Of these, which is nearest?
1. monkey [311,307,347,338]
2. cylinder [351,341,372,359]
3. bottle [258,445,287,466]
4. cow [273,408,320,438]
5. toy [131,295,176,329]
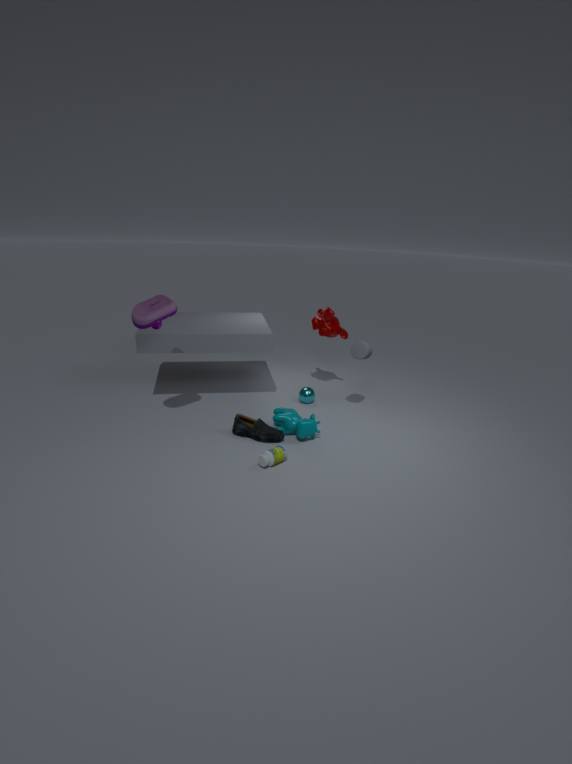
bottle [258,445,287,466]
